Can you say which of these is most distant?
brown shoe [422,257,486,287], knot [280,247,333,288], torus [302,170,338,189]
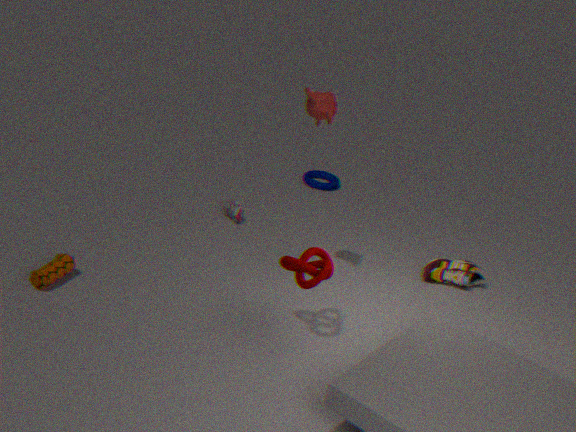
torus [302,170,338,189]
